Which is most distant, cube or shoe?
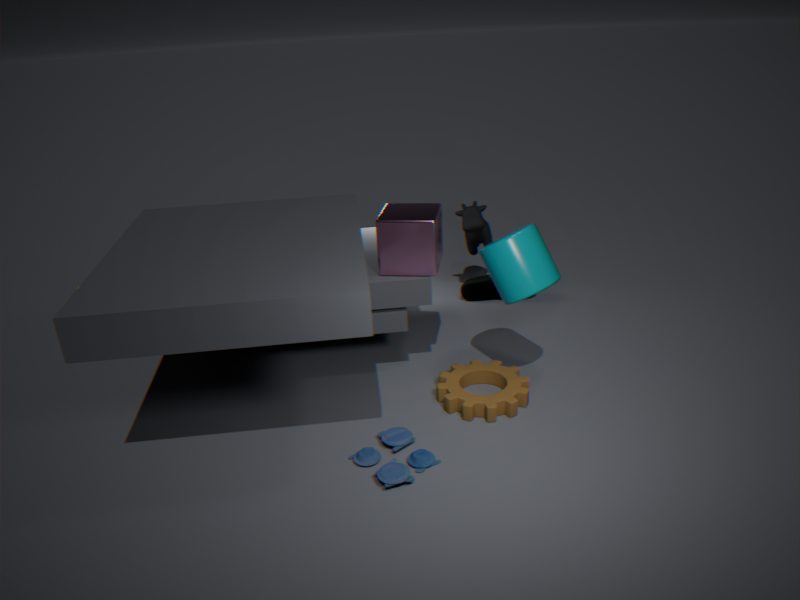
shoe
